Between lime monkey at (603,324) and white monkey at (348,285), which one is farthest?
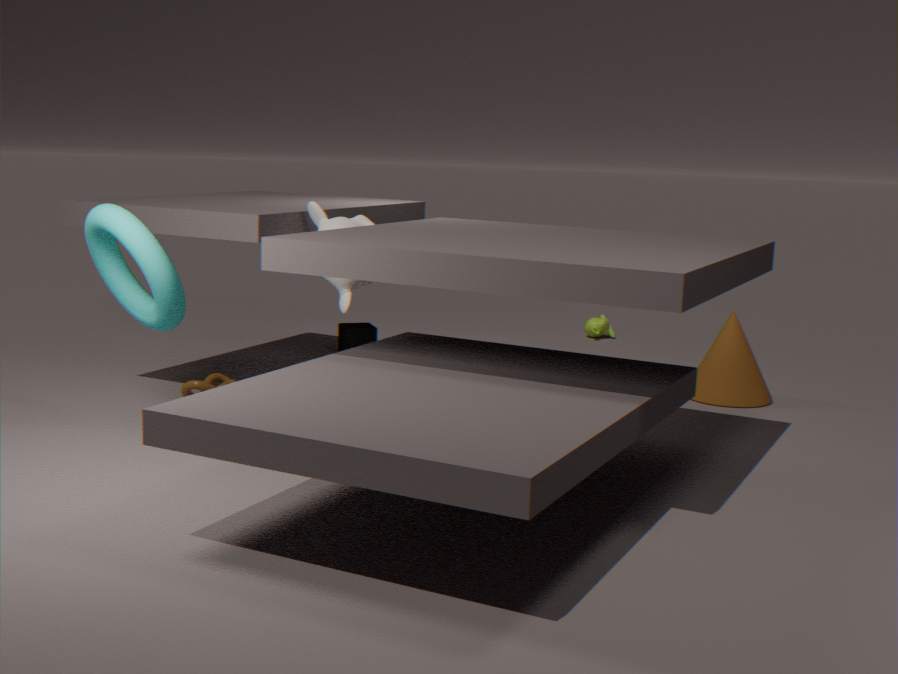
lime monkey at (603,324)
